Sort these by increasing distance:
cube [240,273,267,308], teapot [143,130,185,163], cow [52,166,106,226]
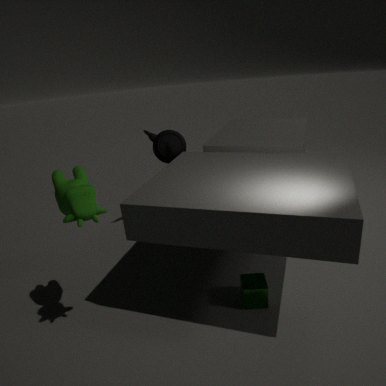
cow [52,166,106,226] → cube [240,273,267,308] → teapot [143,130,185,163]
